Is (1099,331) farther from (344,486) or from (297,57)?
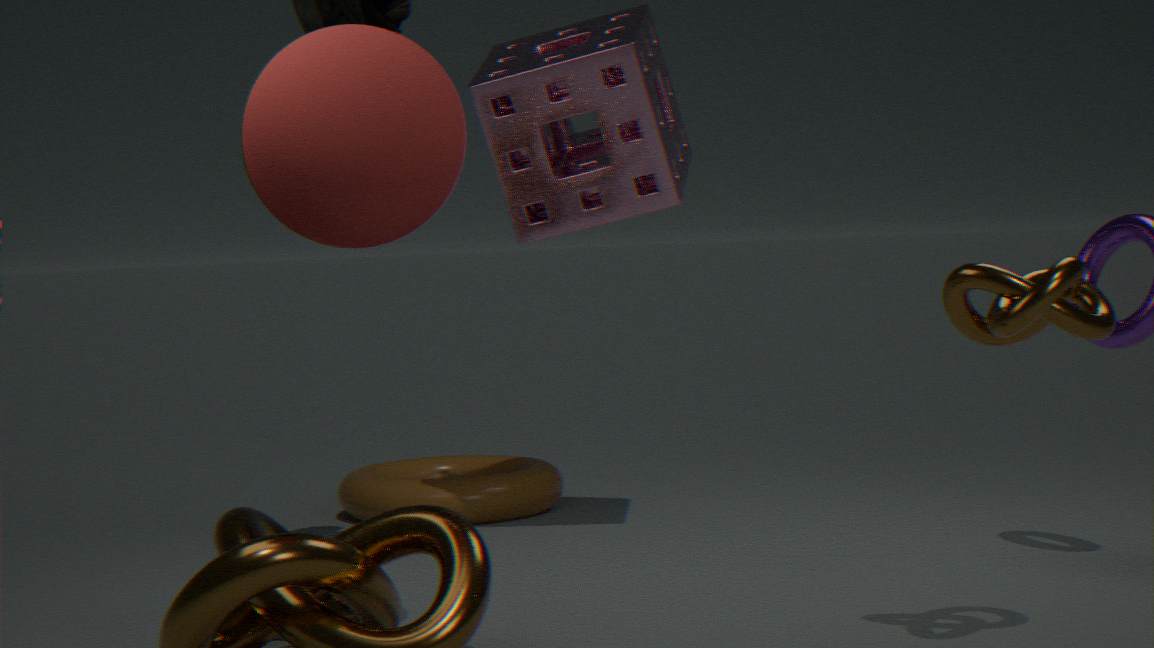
(344,486)
